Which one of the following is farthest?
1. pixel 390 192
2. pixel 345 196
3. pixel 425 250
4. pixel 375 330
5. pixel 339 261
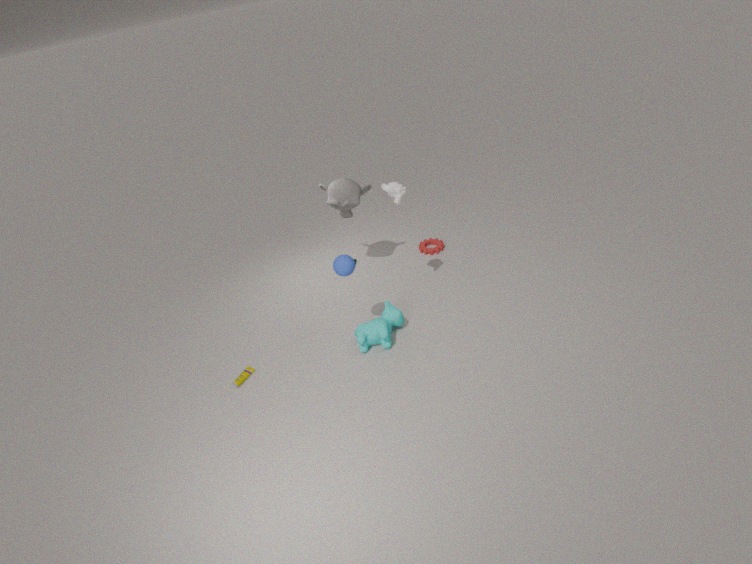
pixel 425 250
